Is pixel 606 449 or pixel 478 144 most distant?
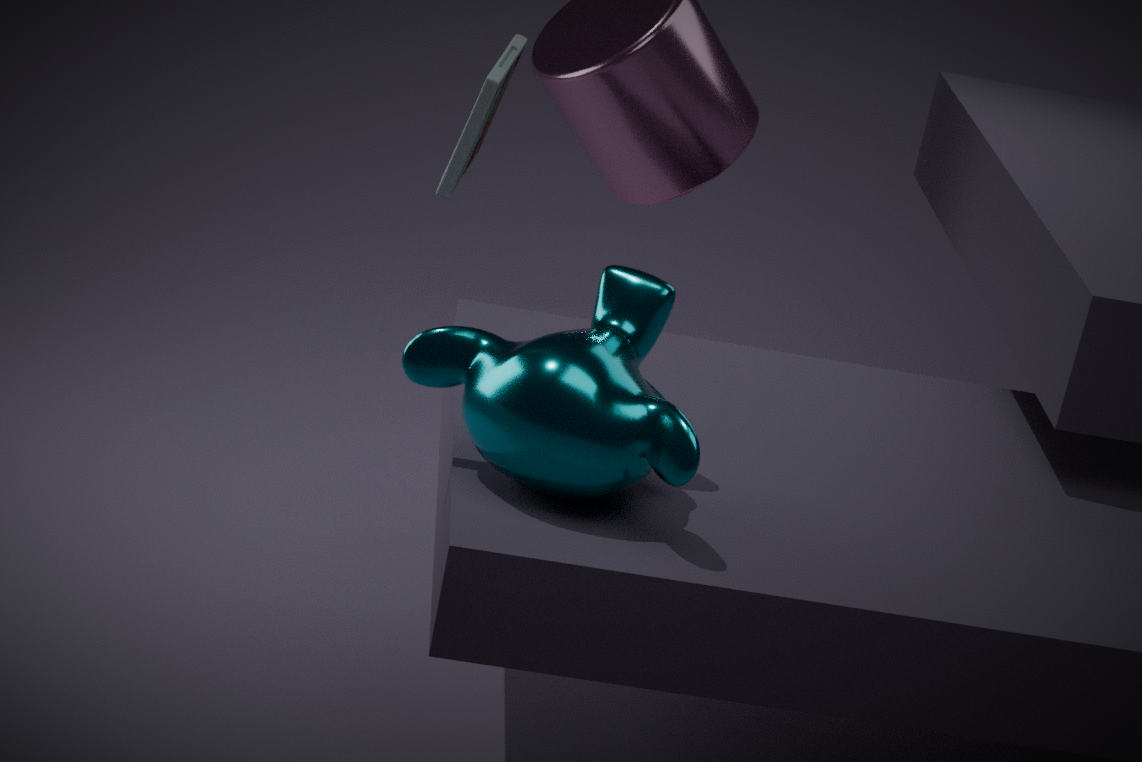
pixel 478 144
